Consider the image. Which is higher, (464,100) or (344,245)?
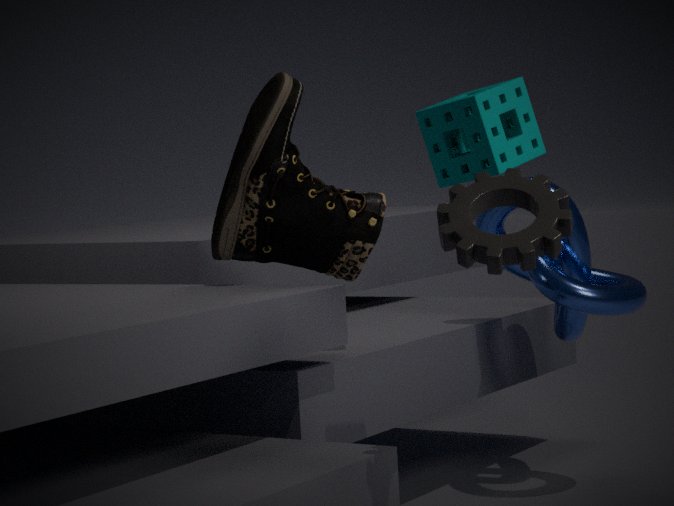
Answer: (464,100)
